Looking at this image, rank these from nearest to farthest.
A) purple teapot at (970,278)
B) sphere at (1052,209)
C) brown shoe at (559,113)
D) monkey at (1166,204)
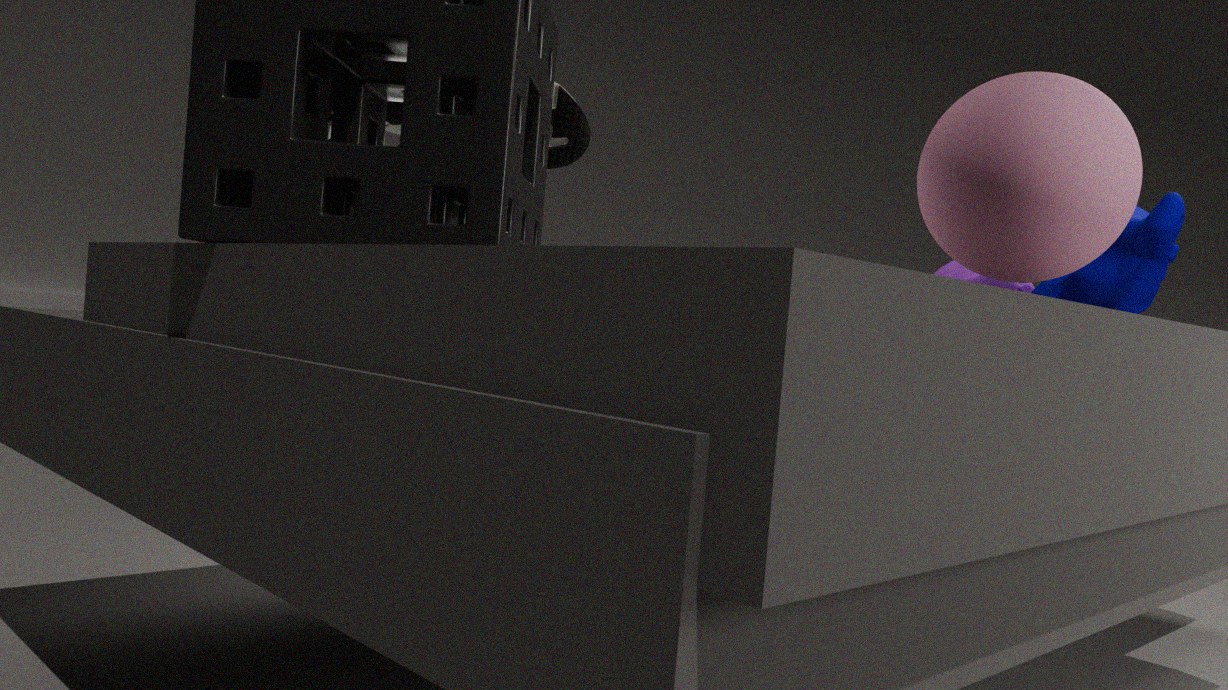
sphere at (1052,209), brown shoe at (559,113), monkey at (1166,204), purple teapot at (970,278)
